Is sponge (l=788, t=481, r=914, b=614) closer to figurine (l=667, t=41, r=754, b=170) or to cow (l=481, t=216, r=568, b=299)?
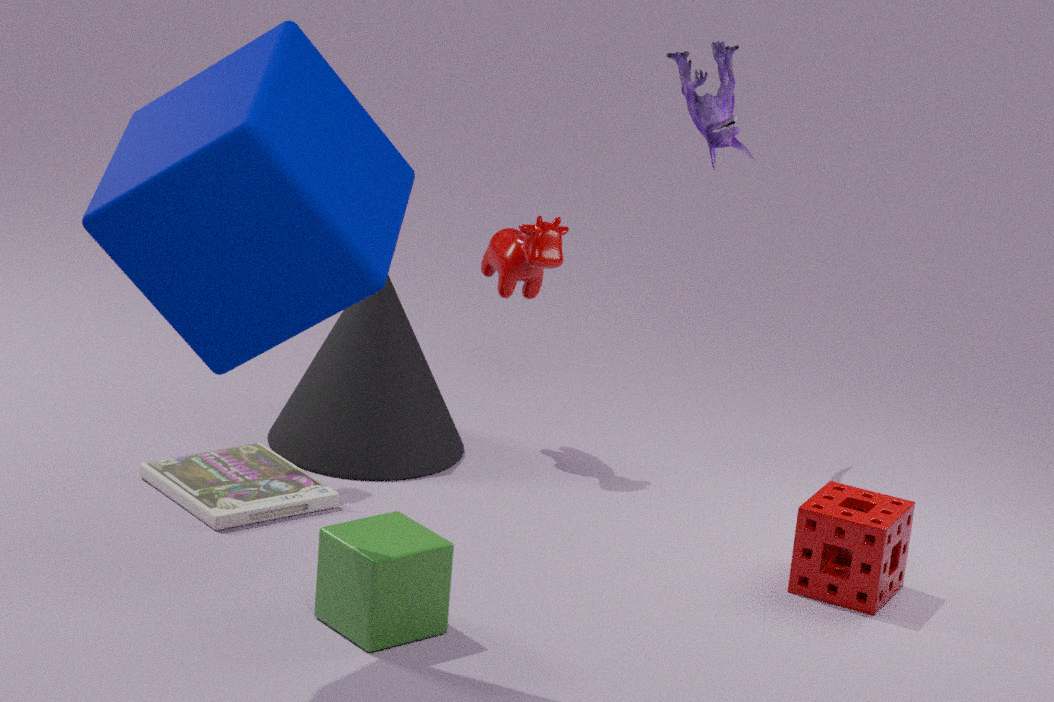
figurine (l=667, t=41, r=754, b=170)
